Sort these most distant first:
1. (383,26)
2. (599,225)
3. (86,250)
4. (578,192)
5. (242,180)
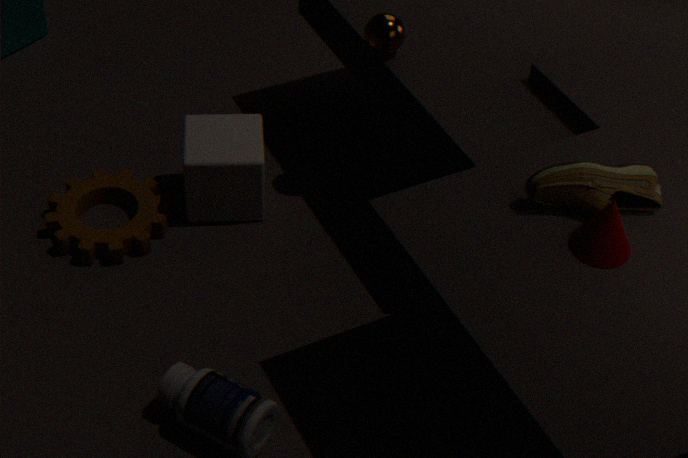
(242,180), (86,250), (383,26), (578,192), (599,225)
